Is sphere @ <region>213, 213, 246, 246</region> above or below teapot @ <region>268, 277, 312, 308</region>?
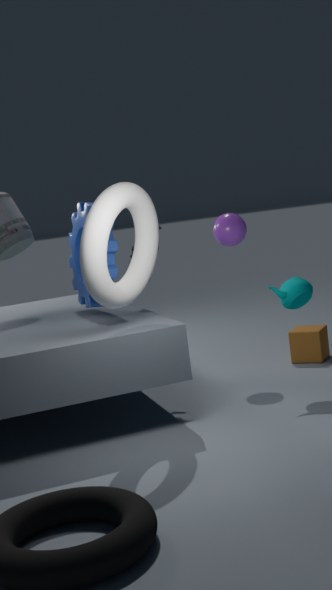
above
